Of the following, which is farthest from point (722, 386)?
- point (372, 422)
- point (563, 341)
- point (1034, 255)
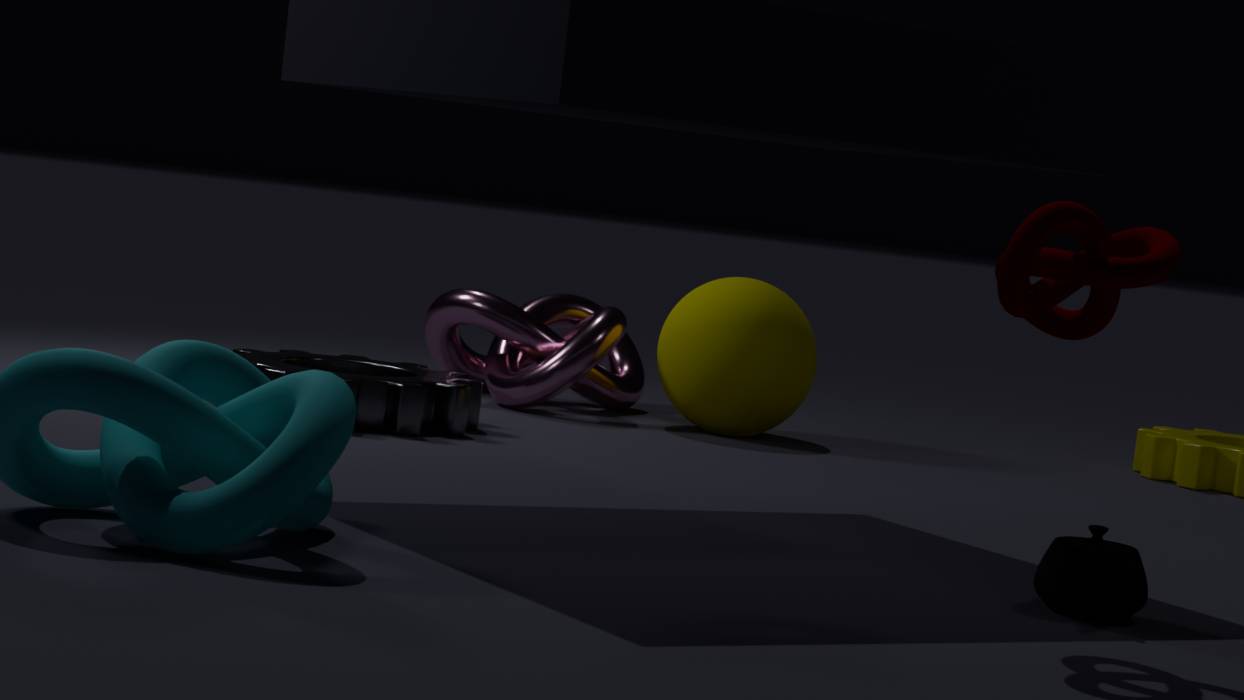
point (1034, 255)
